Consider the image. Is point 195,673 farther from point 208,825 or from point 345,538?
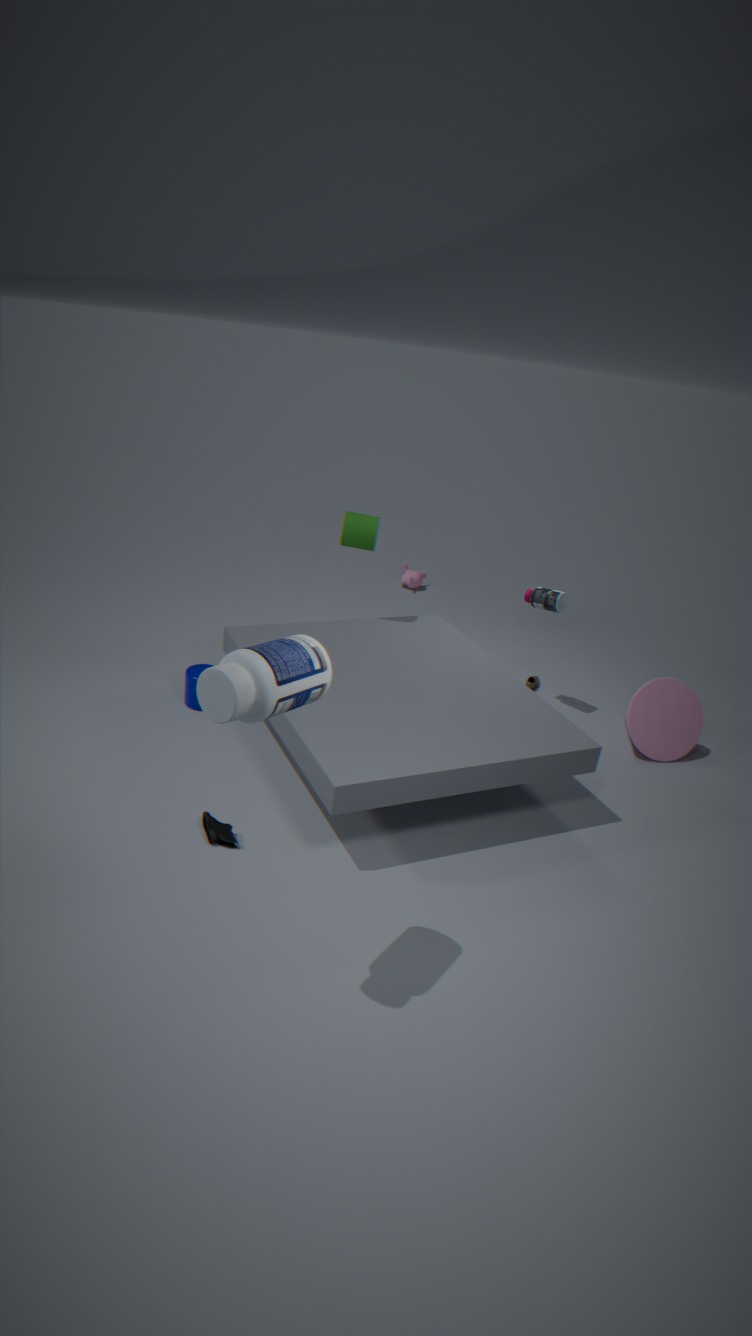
point 345,538
